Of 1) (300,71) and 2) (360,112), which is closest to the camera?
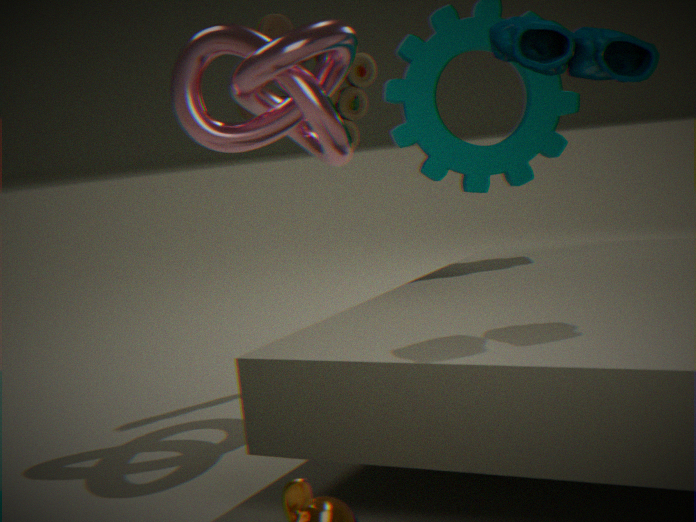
1. (300,71)
